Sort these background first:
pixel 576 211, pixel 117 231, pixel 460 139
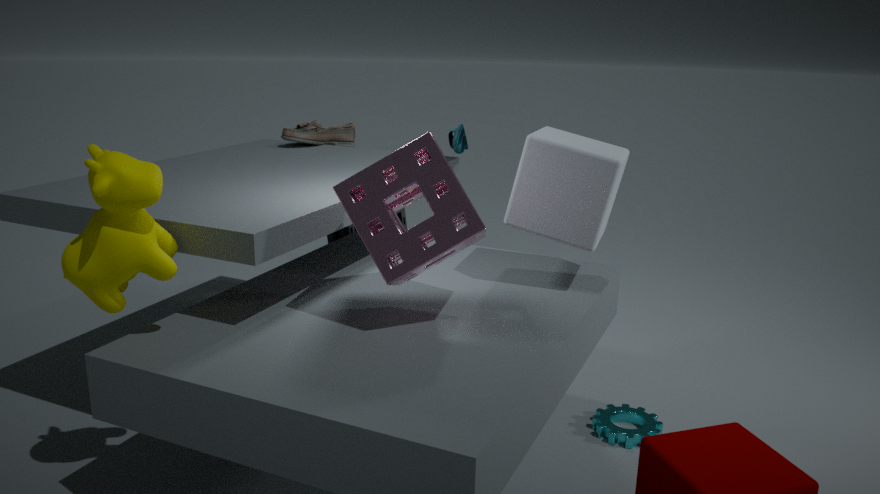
1. pixel 460 139
2. pixel 576 211
3. pixel 117 231
